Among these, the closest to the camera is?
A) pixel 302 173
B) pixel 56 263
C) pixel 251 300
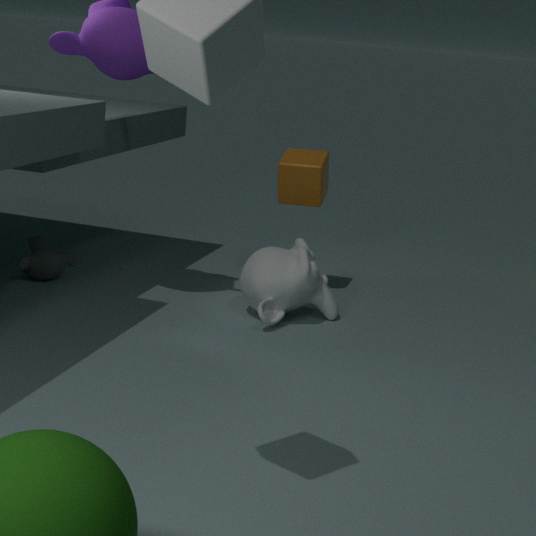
pixel 251 300
